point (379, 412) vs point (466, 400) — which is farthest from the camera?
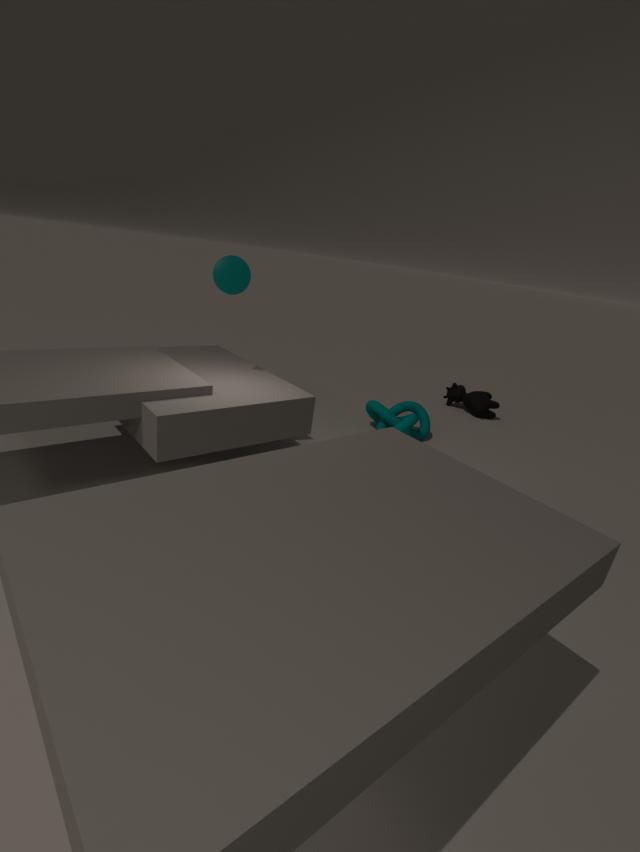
point (466, 400)
